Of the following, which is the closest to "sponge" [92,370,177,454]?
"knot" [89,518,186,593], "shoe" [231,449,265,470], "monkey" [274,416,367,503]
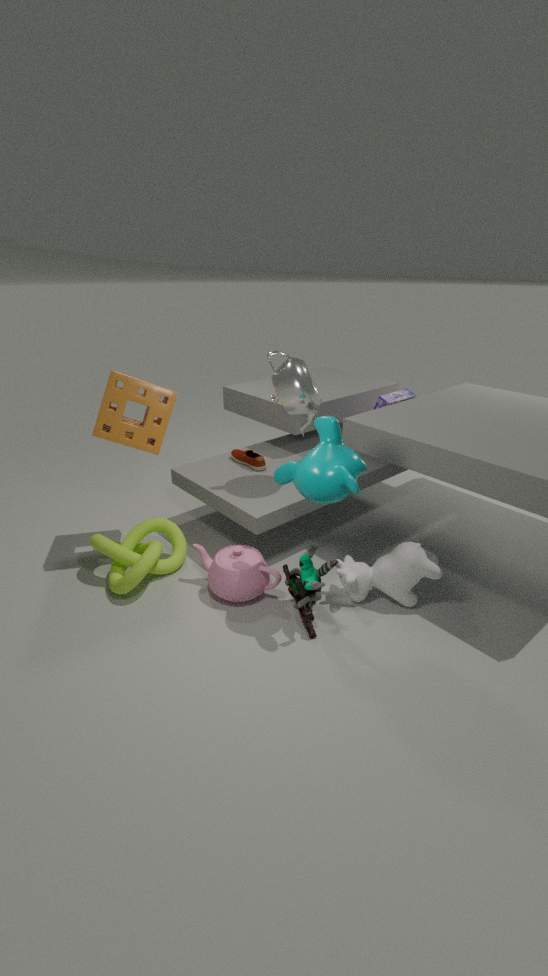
"knot" [89,518,186,593]
